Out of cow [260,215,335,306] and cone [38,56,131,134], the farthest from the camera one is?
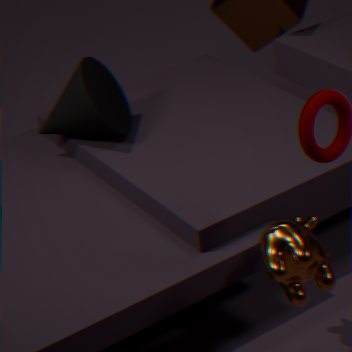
cone [38,56,131,134]
